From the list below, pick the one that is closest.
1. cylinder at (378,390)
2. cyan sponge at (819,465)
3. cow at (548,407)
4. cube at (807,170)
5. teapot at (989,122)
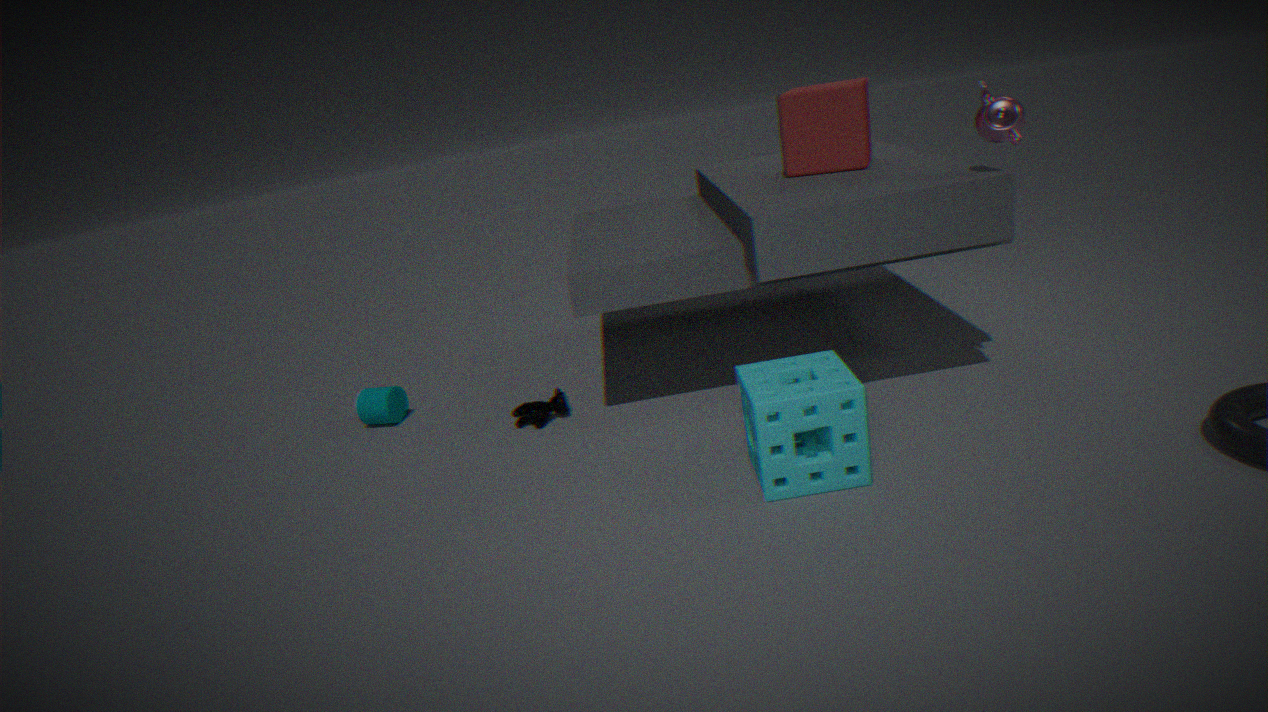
cyan sponge at (819,465)
